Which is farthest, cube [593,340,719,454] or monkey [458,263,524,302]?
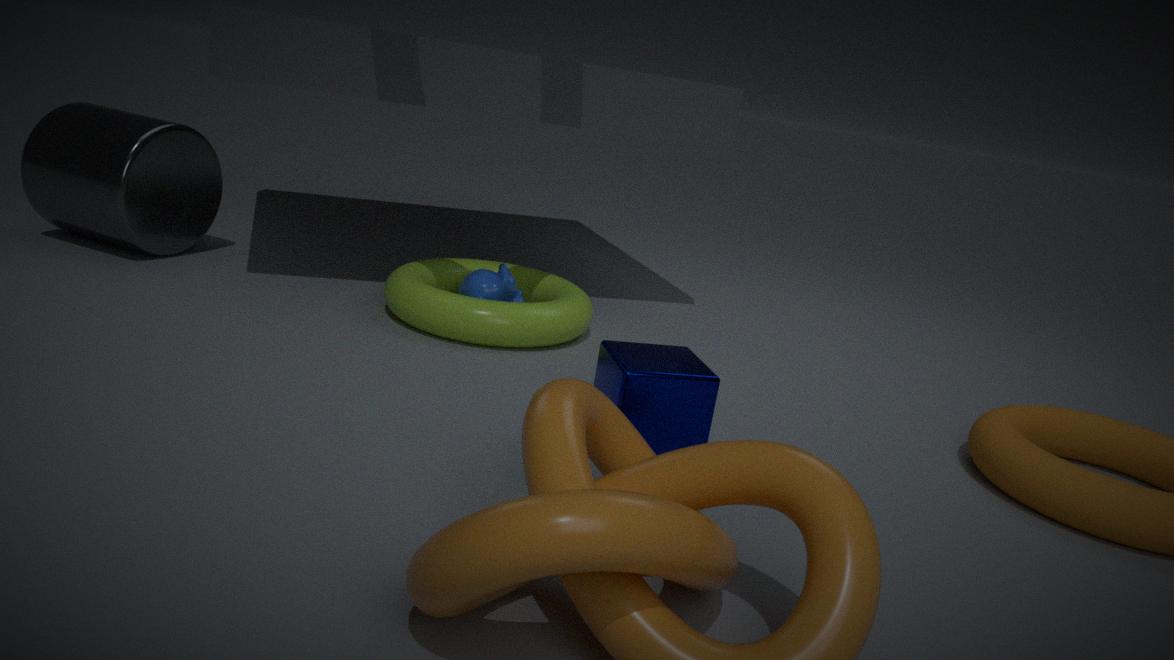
monkey [458,263,524,302]
